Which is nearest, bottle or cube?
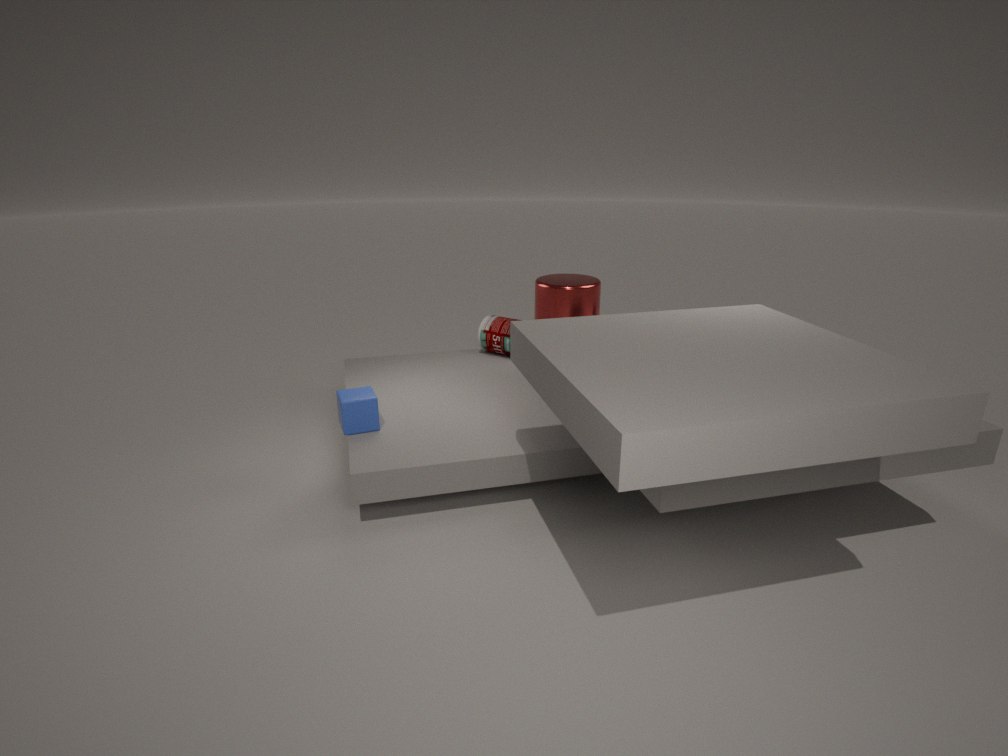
cube
